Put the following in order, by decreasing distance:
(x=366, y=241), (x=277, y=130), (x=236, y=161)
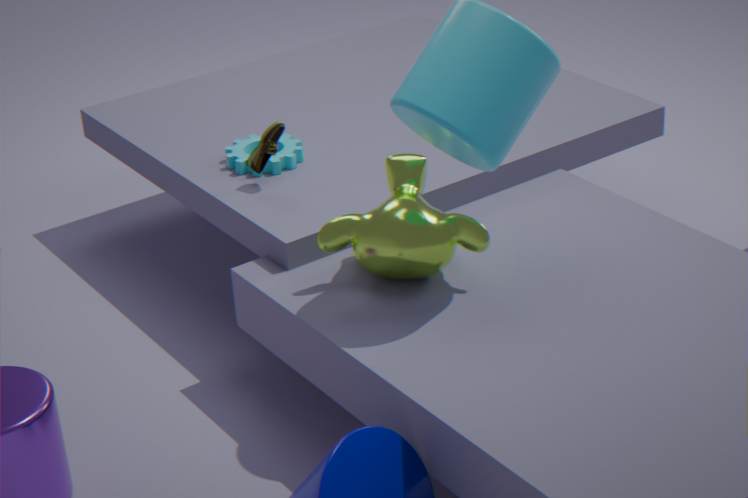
1. (x=236, y=161)
2. (x=277, y=130)
3. (x=366, y=241)
